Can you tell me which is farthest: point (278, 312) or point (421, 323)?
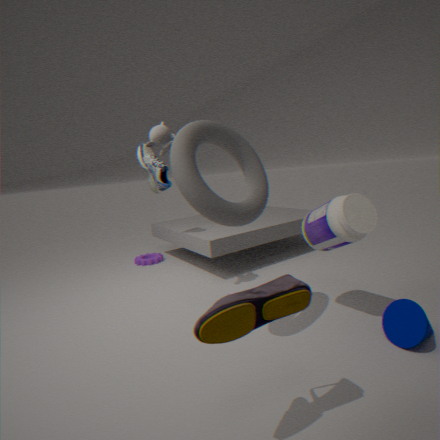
point (421, 323)
